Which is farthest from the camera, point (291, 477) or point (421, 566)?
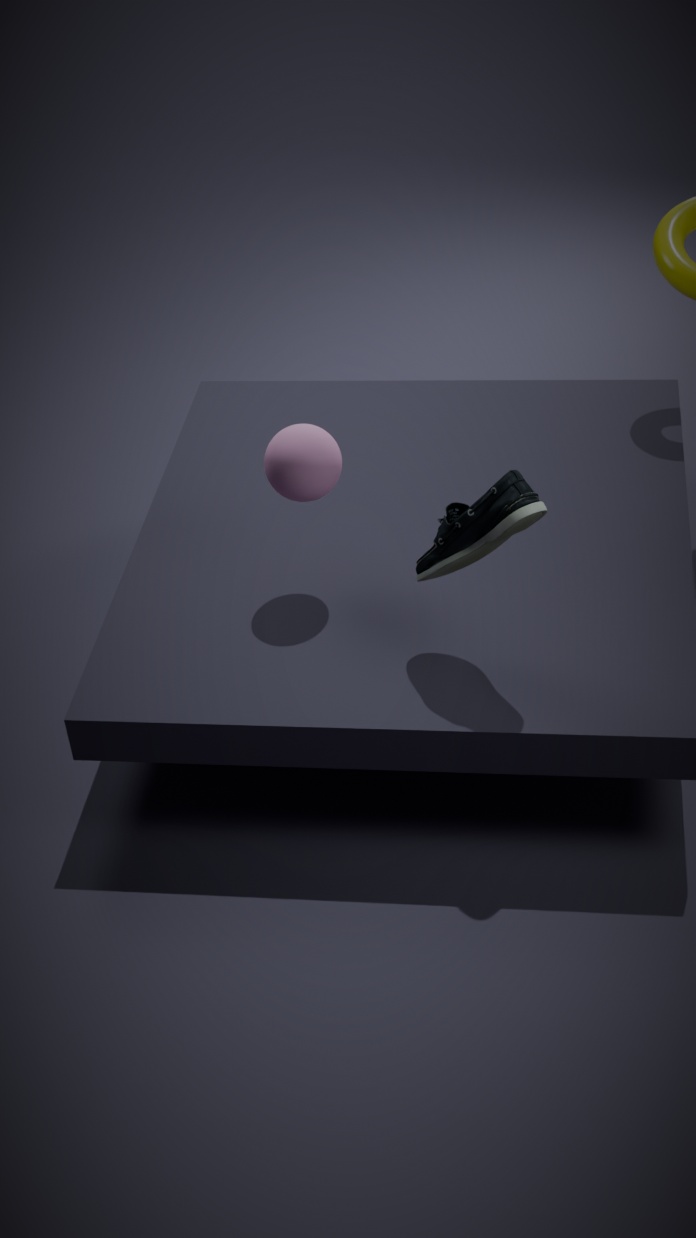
point (291, 477)
